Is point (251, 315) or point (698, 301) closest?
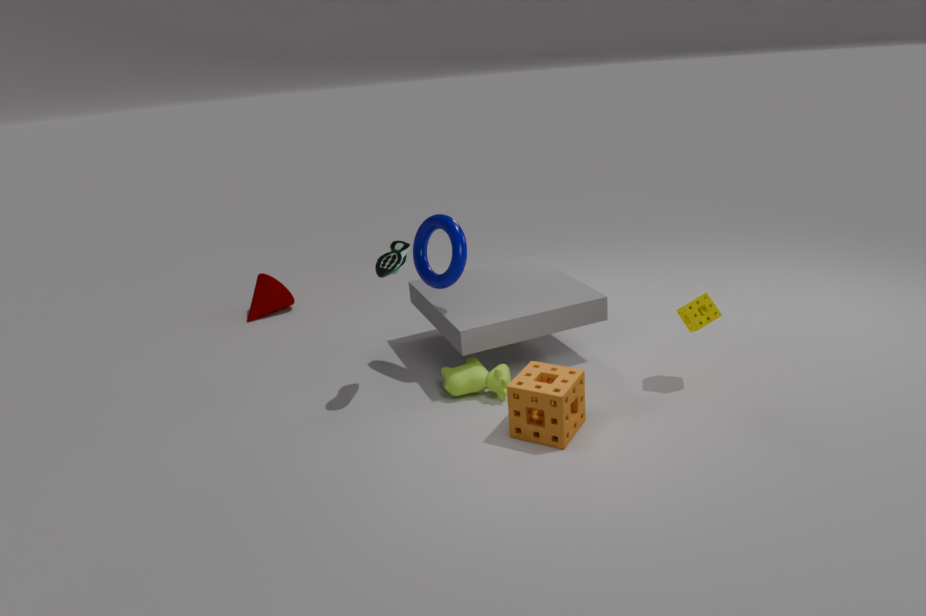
point (698, 301)
